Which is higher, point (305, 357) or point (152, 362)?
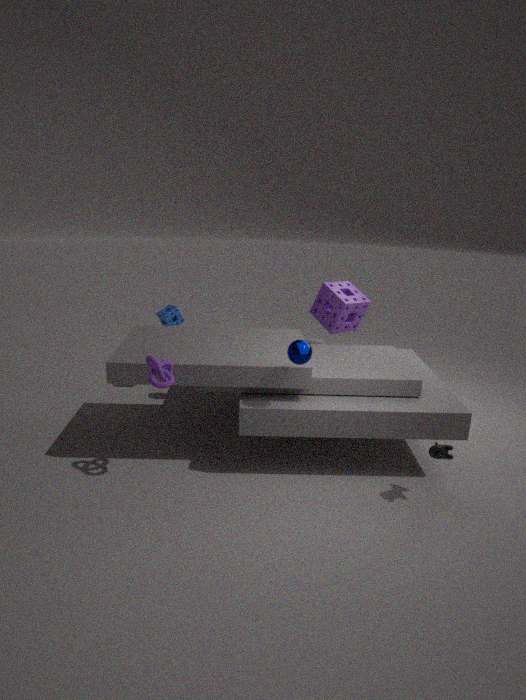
point (305, 357)
